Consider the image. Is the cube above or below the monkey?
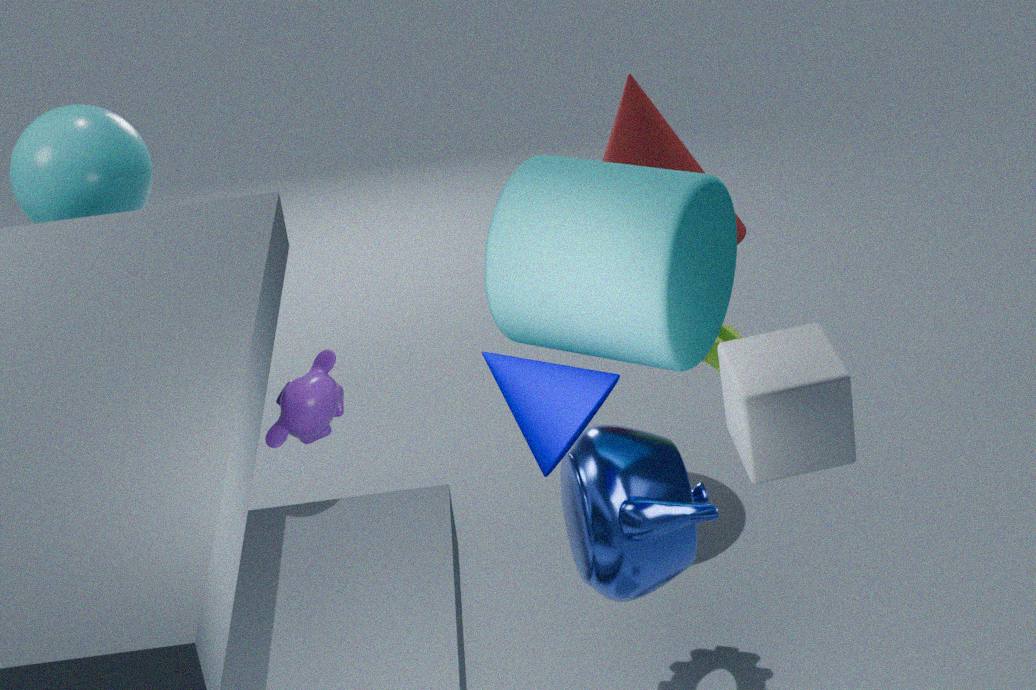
above
